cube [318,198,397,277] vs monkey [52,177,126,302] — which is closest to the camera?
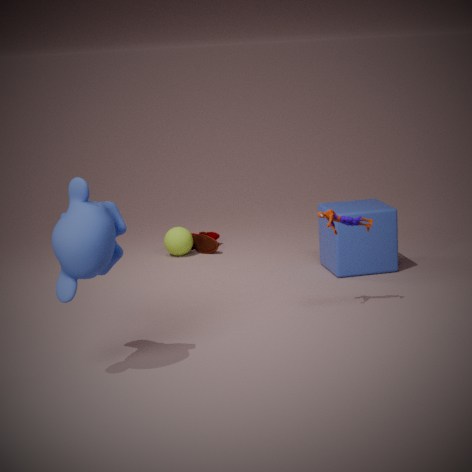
monkey [52,177,126,302]
